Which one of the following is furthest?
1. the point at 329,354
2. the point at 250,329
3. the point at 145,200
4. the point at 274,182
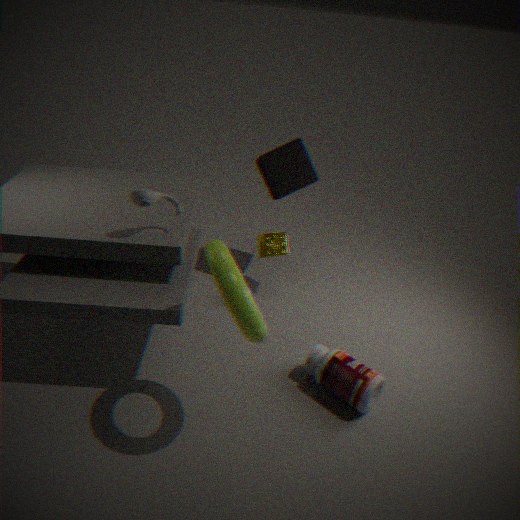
the point at 274,182
